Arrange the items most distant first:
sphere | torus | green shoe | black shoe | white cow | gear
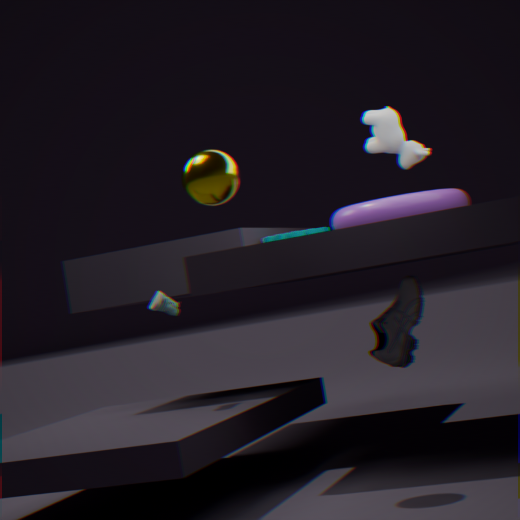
gear
black shoe
green shoe
torus
white cow
sphere
